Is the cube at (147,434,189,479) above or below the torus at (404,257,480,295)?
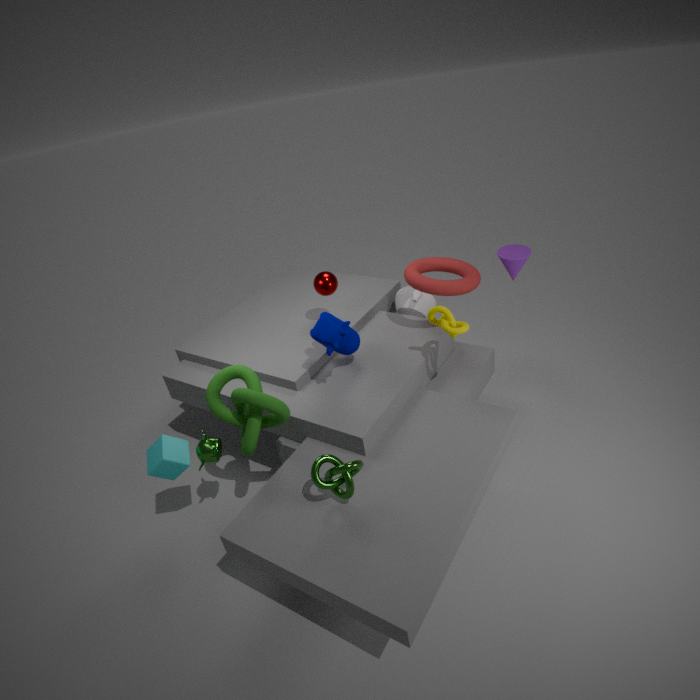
below
